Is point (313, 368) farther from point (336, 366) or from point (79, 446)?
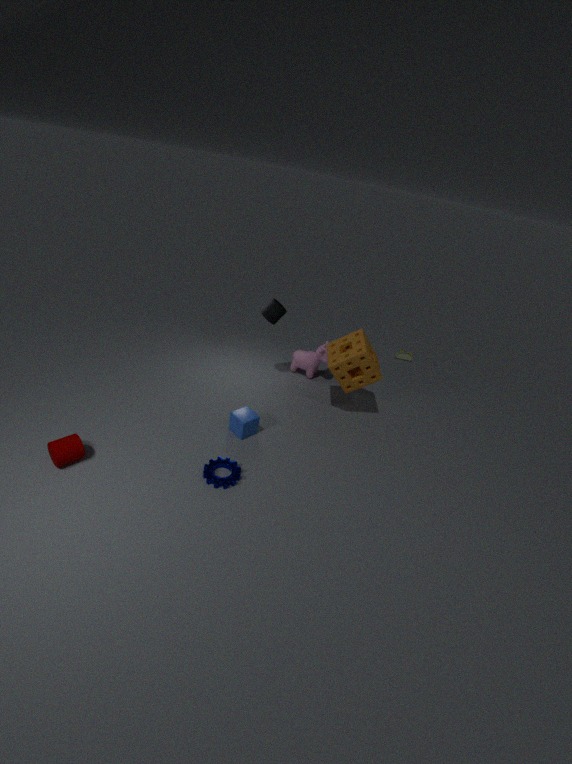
point (79, 446)
